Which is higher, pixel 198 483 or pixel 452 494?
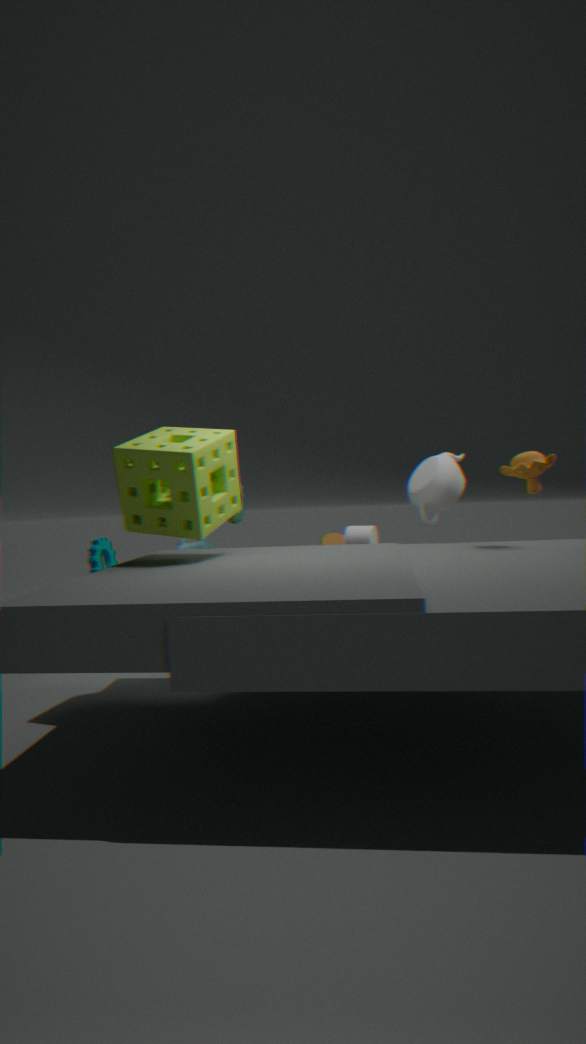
pixel 198 483
